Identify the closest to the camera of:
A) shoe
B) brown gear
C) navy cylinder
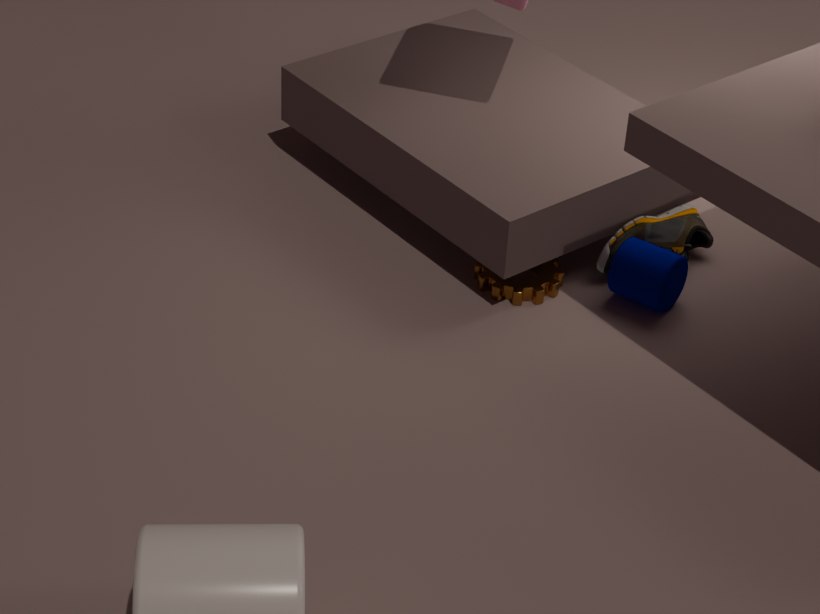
navy cylinder
